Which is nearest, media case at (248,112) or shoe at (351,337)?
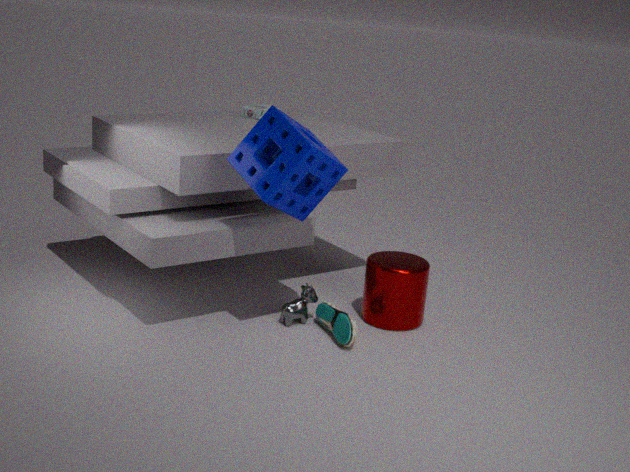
shoe at (351,337)
